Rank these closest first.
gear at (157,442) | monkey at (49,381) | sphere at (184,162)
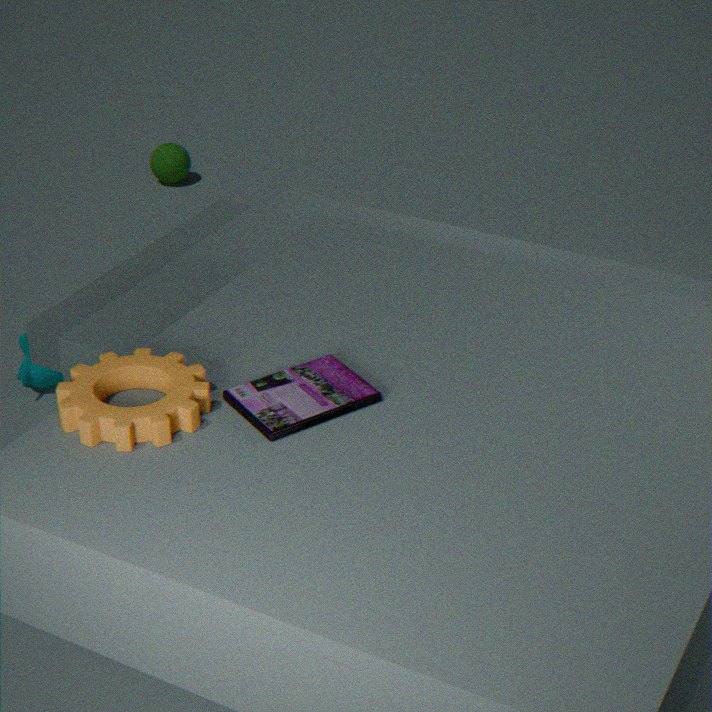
1. gear at (157,442)
2. monkey at (49,381)
3. sphere at (184,162)
